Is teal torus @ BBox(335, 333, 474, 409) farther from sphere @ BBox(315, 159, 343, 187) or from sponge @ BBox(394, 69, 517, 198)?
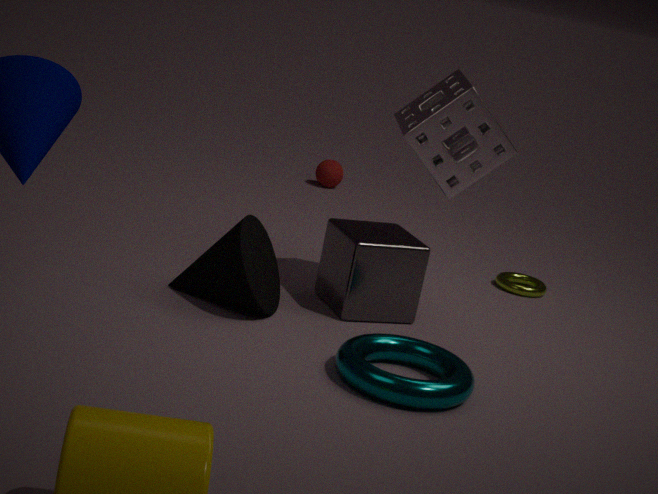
sphere @ BBox(315, 159, 343, 187)
